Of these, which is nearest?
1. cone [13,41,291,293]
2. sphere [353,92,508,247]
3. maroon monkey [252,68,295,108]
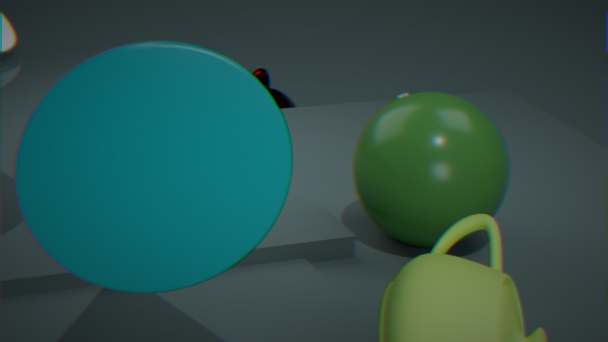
cone [13,41,291,293]
